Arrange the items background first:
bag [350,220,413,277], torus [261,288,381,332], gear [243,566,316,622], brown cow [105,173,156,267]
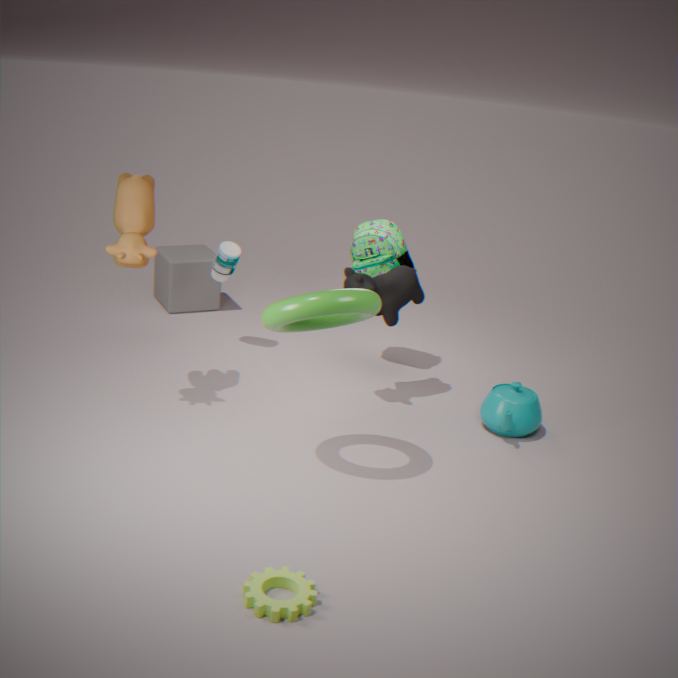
bag [350,220,413,277] → brown cow [105,173,156,267] → torus [261,288,381,332] → gear [243,566,316,622]
